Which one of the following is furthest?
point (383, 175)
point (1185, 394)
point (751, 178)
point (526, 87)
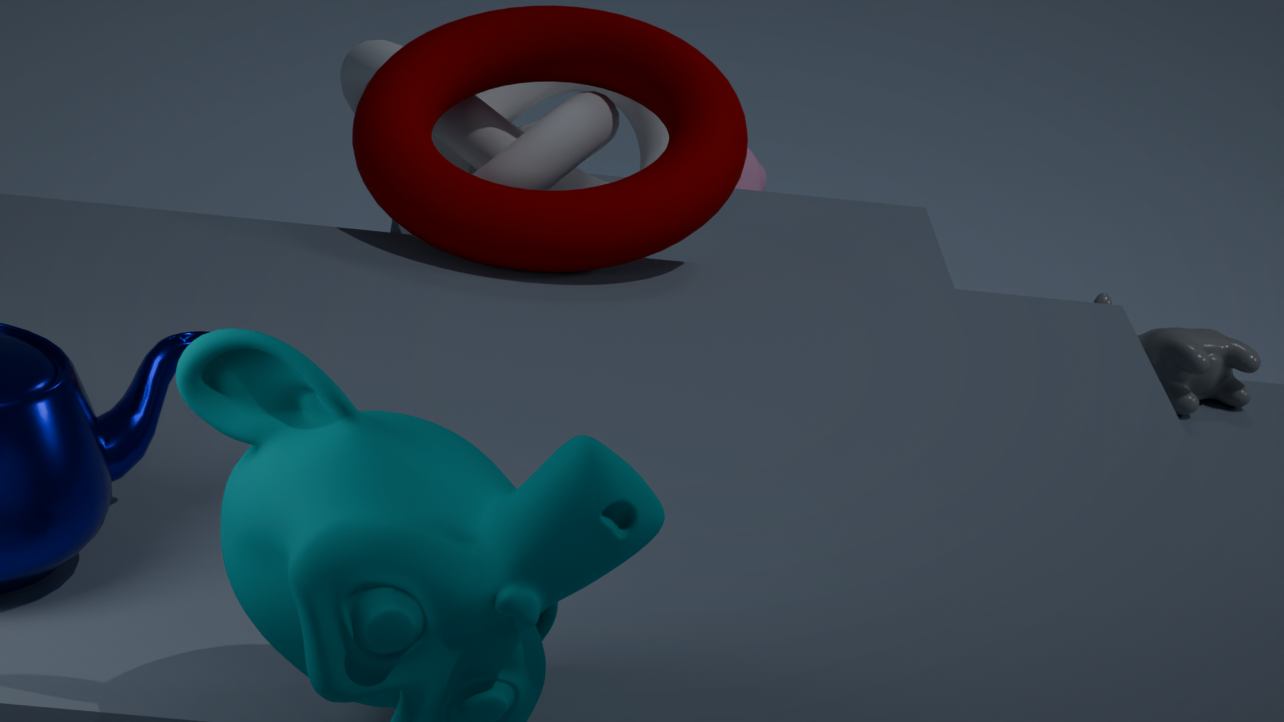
point (751, 178)
